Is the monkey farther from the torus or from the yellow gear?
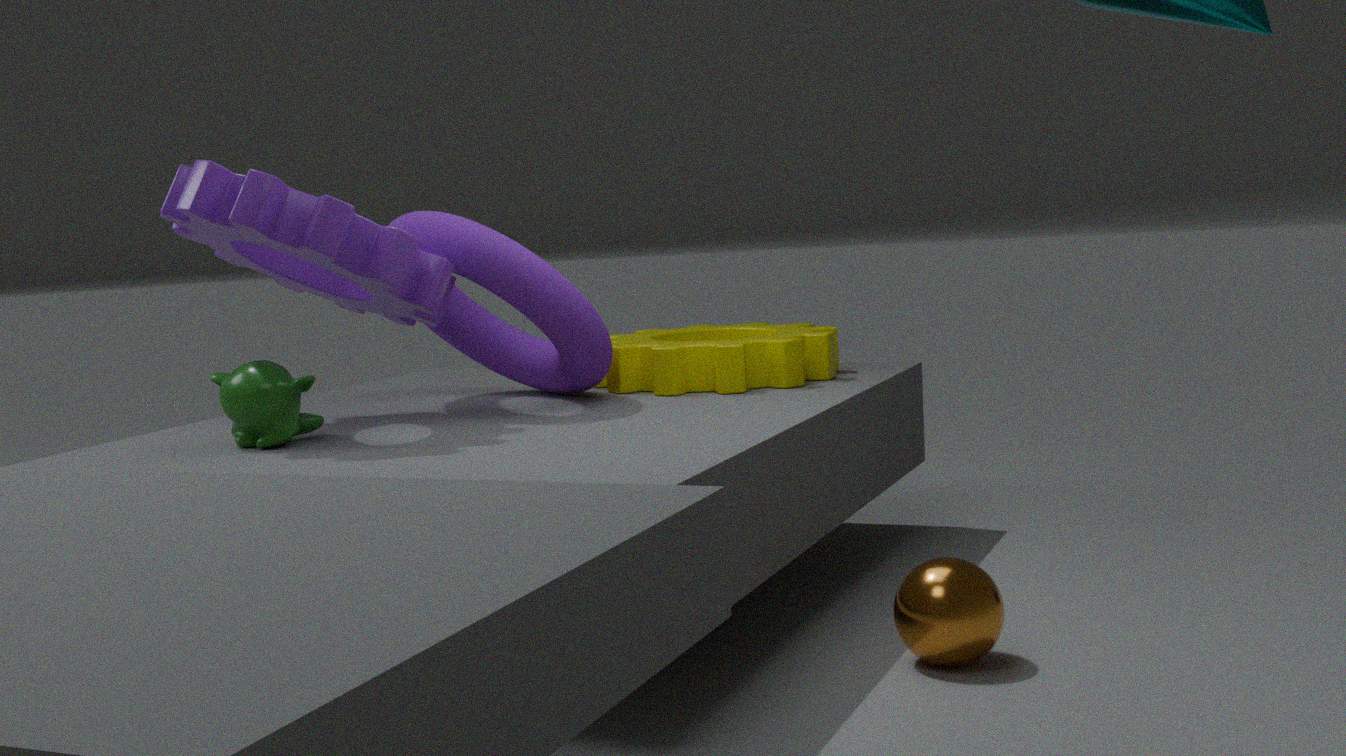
the yellow gear
